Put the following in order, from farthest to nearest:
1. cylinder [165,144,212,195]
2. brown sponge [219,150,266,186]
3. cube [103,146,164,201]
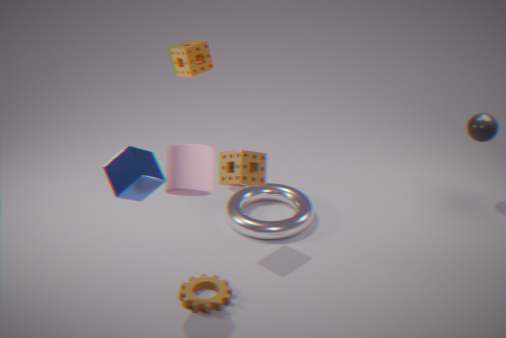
brown sponge [219,150,266,186] → cube [103,146,164,201] → cylinder [165,144,212,195]
